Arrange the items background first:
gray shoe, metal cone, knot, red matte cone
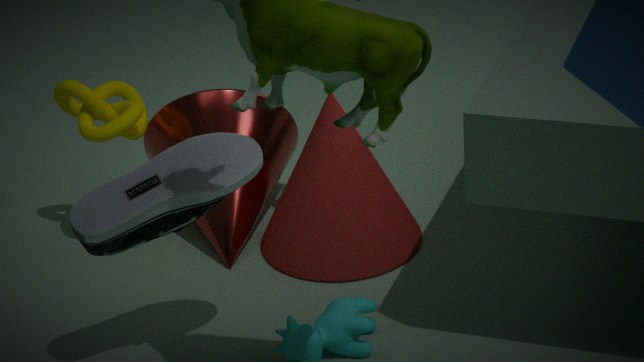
metal cone < knot < red matte cone < gray shoe
